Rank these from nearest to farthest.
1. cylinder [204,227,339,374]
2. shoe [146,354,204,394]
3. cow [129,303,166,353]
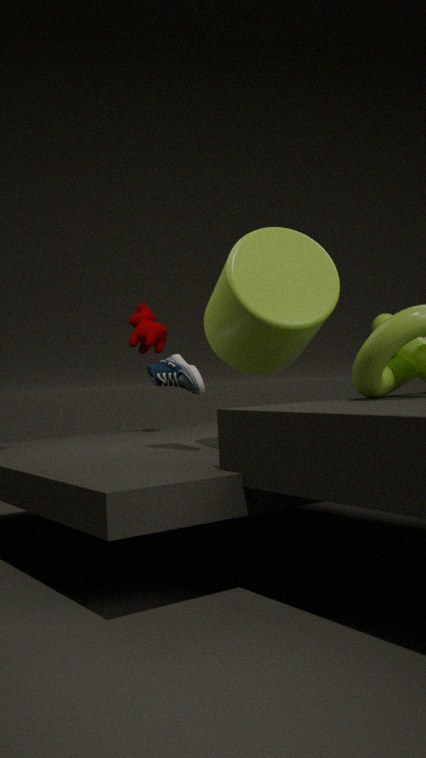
cylinder [204,227,339,374] < shoe [146,354,204,394] < cow [129,303,166,353]
